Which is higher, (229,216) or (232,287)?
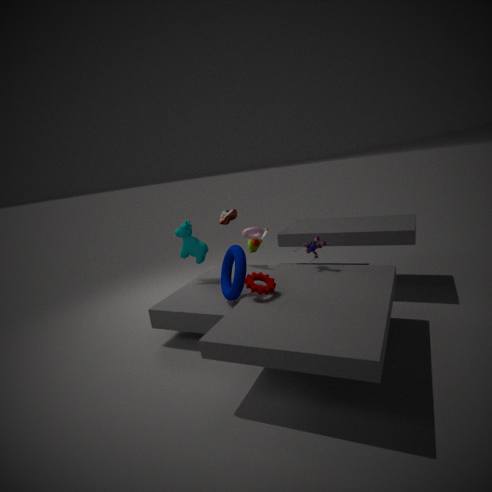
(229,216)
